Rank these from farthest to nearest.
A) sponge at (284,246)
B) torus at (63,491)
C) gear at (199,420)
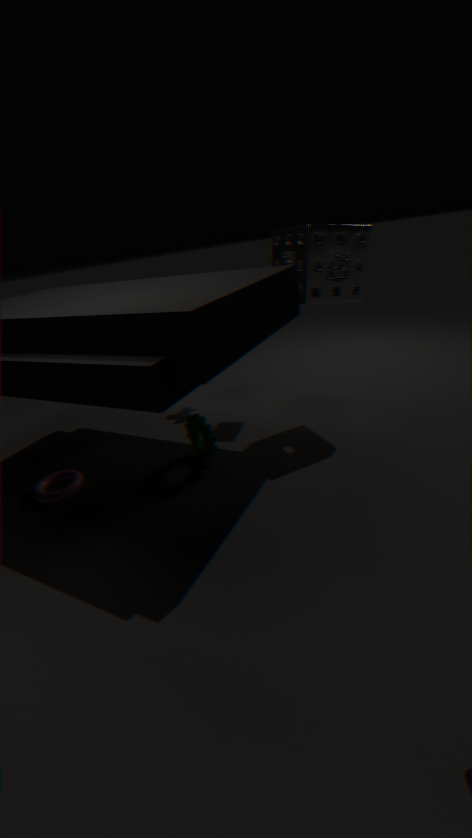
gear at (199,420), torus at (63,491), sponge at (284,246)
